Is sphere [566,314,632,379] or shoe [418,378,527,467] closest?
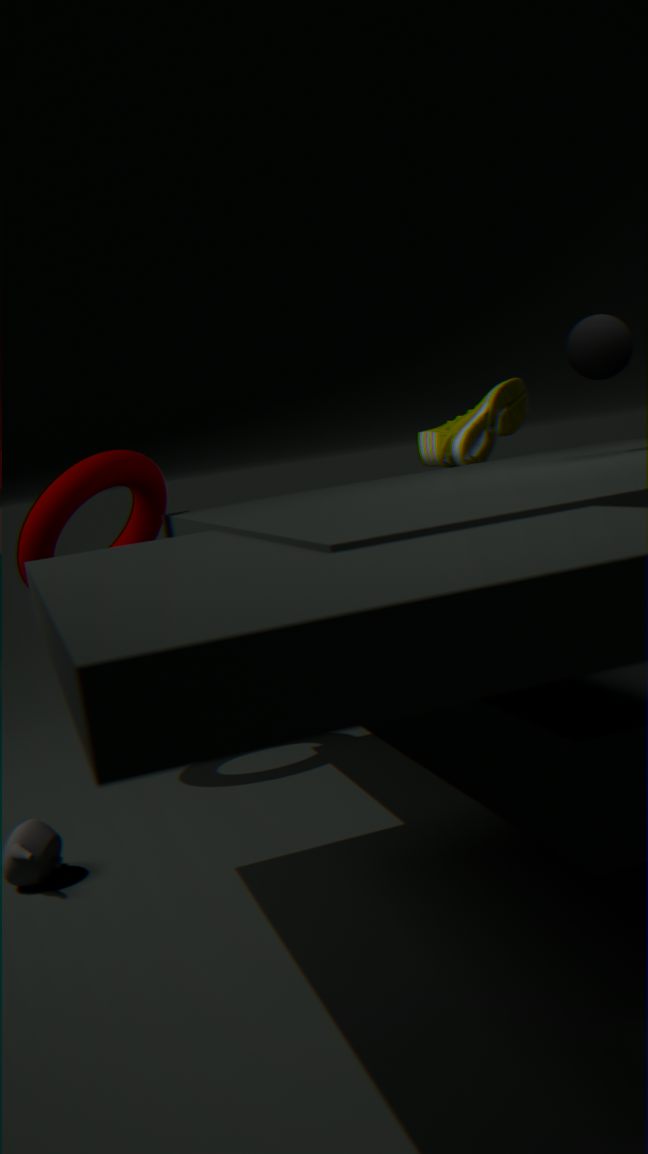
sphere [566,314,632,379]
